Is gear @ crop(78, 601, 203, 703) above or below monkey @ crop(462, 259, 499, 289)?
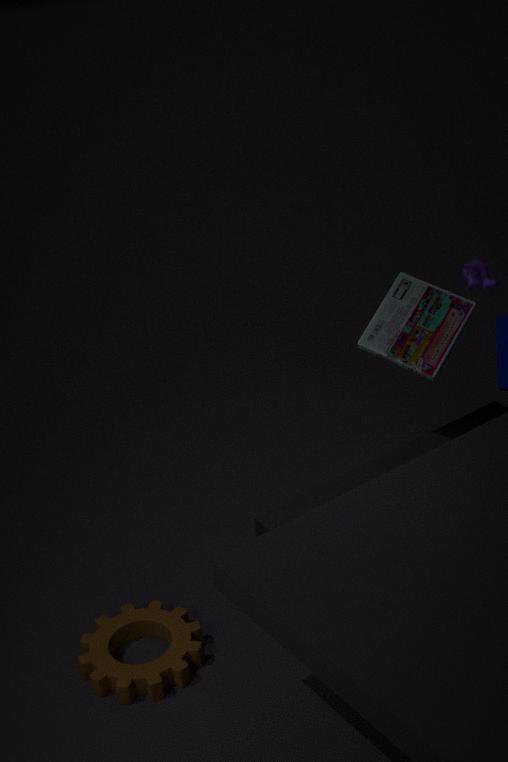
below
